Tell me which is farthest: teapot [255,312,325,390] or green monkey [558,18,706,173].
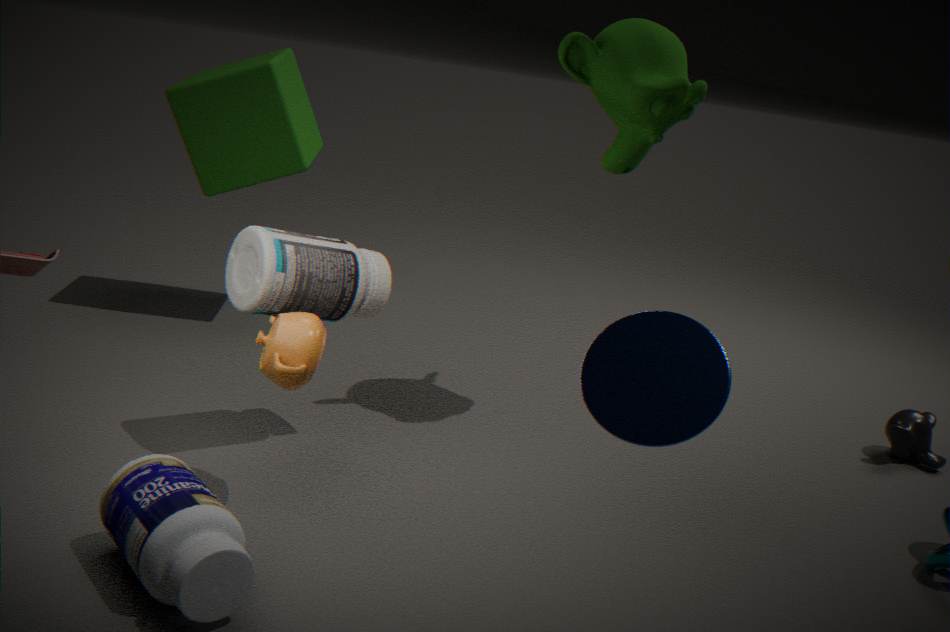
green monkey [558,18,706,173]
